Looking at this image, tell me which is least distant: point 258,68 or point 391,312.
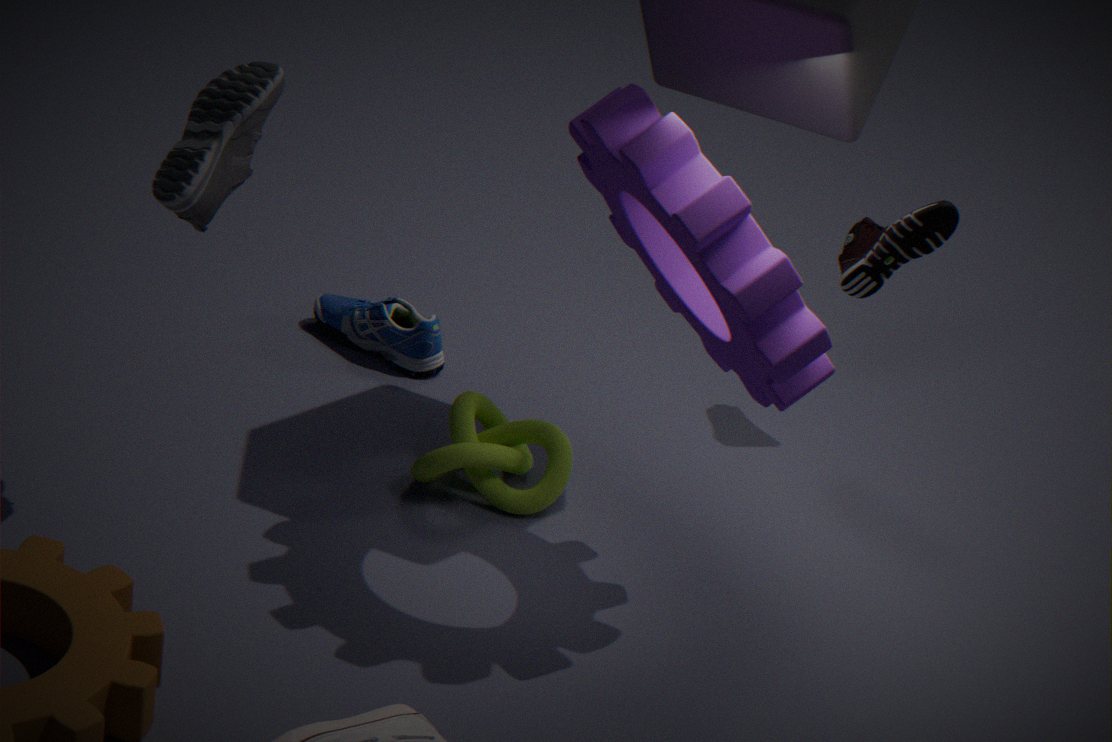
point 258,68
